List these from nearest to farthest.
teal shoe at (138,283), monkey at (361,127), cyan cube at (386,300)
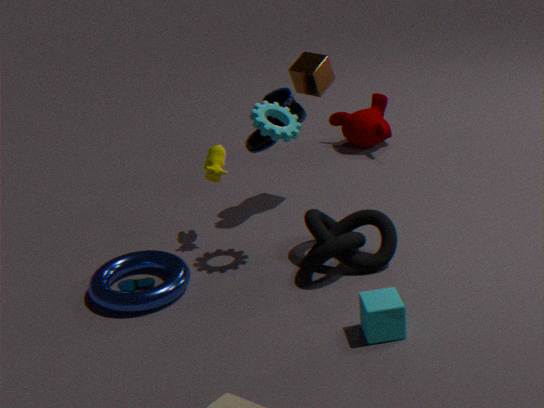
cyan cube at (386,300), teal shoe at (138,283), monkey at (361,127)
